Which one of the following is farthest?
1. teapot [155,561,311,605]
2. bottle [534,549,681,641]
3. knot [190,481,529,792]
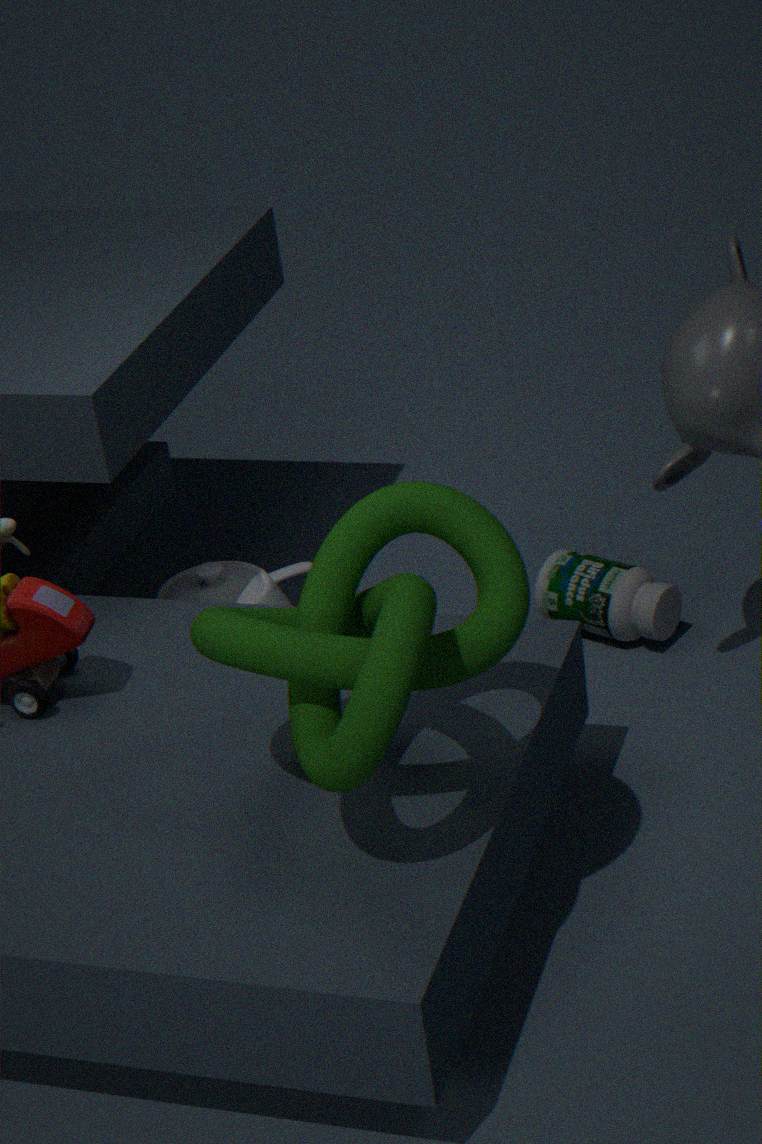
teapot [155,561,311,605]
